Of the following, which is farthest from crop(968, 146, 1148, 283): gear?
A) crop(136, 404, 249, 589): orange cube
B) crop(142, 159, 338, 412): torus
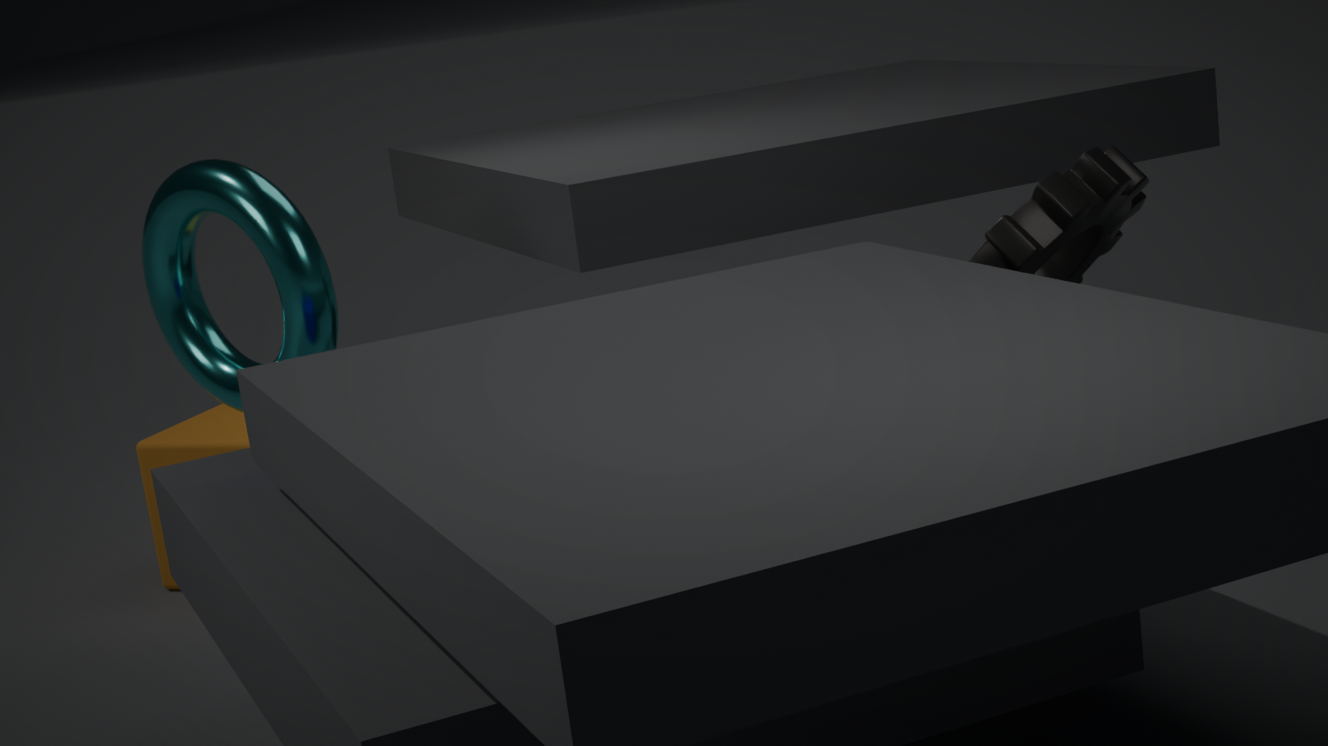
crop(136, 404, 249, 589): orange cube
